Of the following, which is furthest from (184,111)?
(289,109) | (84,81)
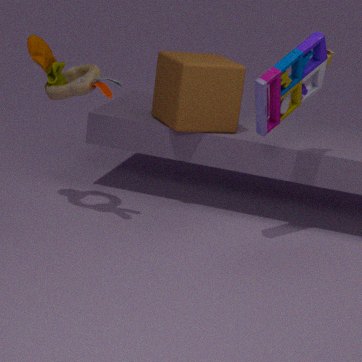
(84,81)
